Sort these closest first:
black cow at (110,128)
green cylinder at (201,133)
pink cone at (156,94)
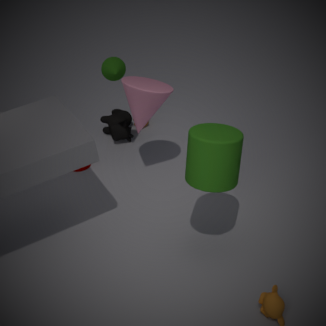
green cylinder at (201,133) < pink cone at (156,94) < black cow at (110,128)
